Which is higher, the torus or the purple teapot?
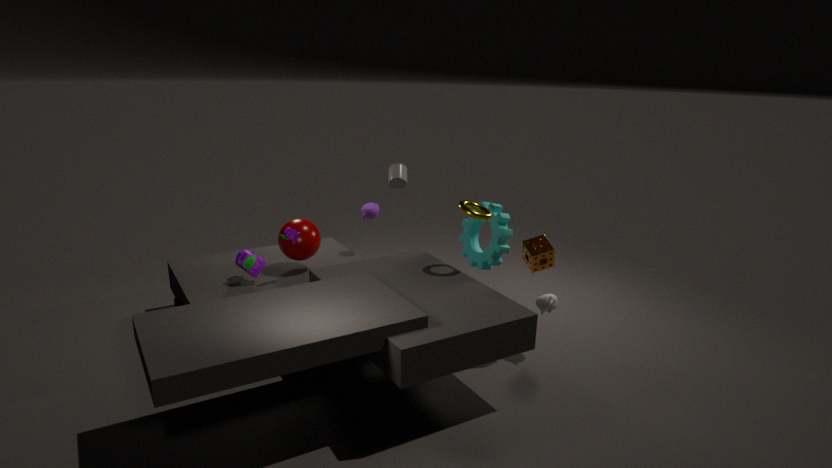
the torus
